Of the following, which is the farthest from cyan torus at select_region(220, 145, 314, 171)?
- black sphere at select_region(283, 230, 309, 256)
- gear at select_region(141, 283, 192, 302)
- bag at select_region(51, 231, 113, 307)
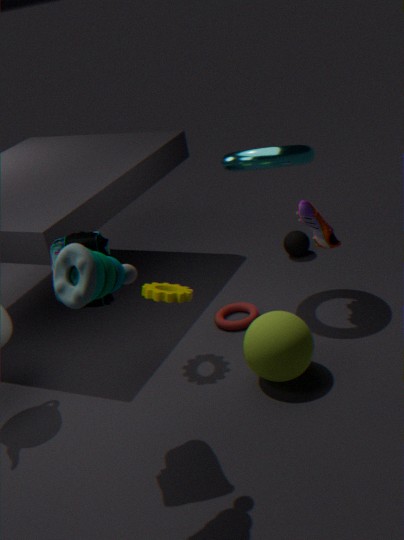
bag at select_region(51, 231, 113, 307)
